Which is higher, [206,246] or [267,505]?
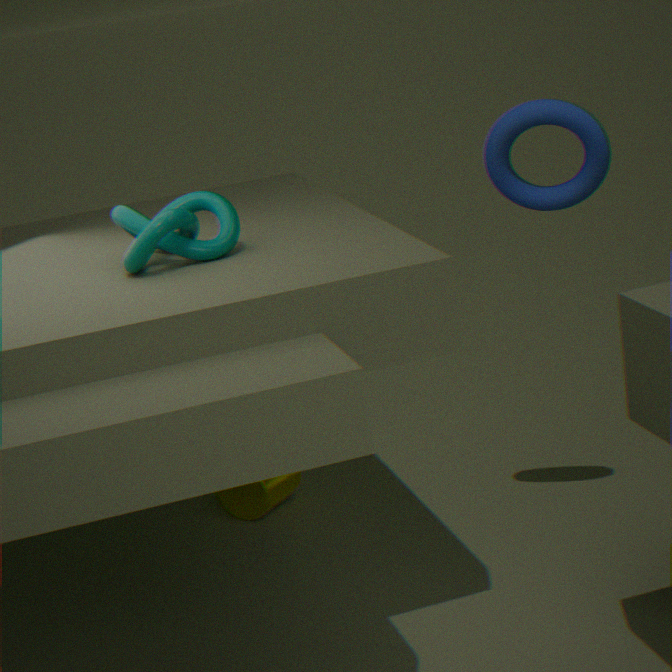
[206,246]
